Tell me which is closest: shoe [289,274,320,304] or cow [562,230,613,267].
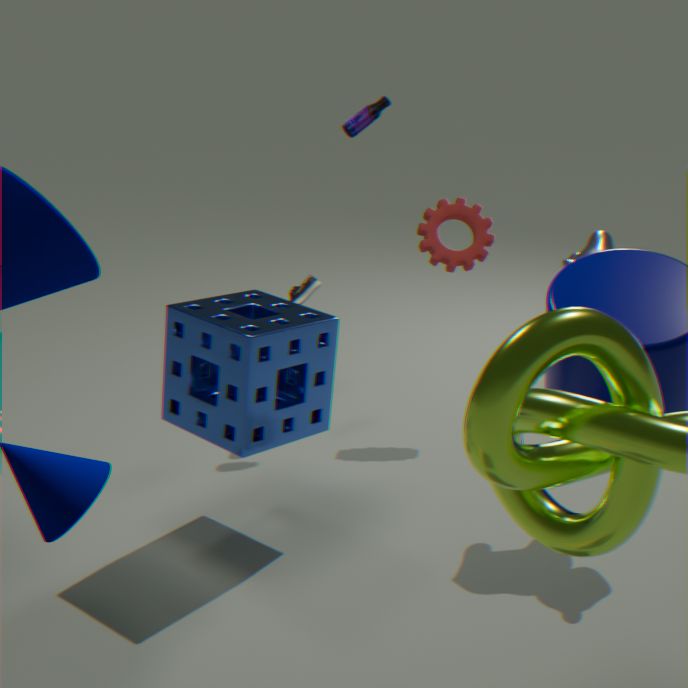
cow [562,230,613,267]
